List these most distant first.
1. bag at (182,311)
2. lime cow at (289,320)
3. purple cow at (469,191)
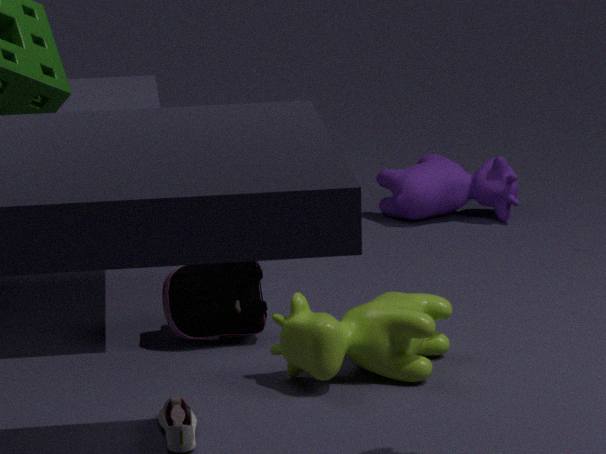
purple cow at (469,191), bag at (182,311), lime cow at (289,320)
